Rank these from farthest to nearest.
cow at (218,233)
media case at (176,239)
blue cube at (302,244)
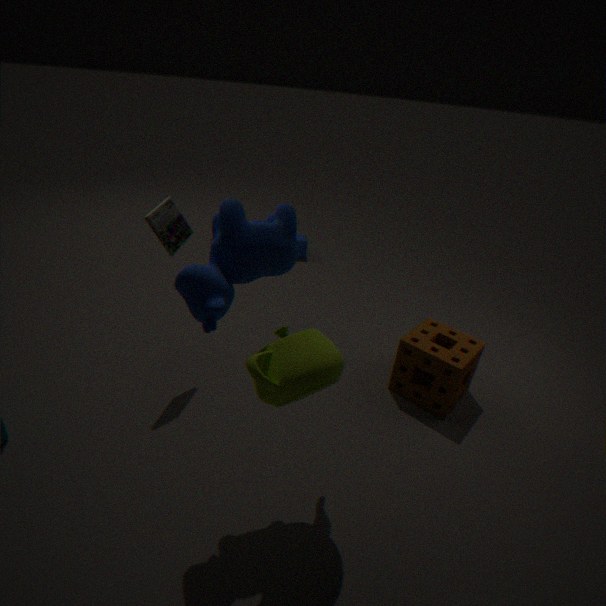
blue cube at (302,244) → media case at (176,239) → cow at (218,233)
